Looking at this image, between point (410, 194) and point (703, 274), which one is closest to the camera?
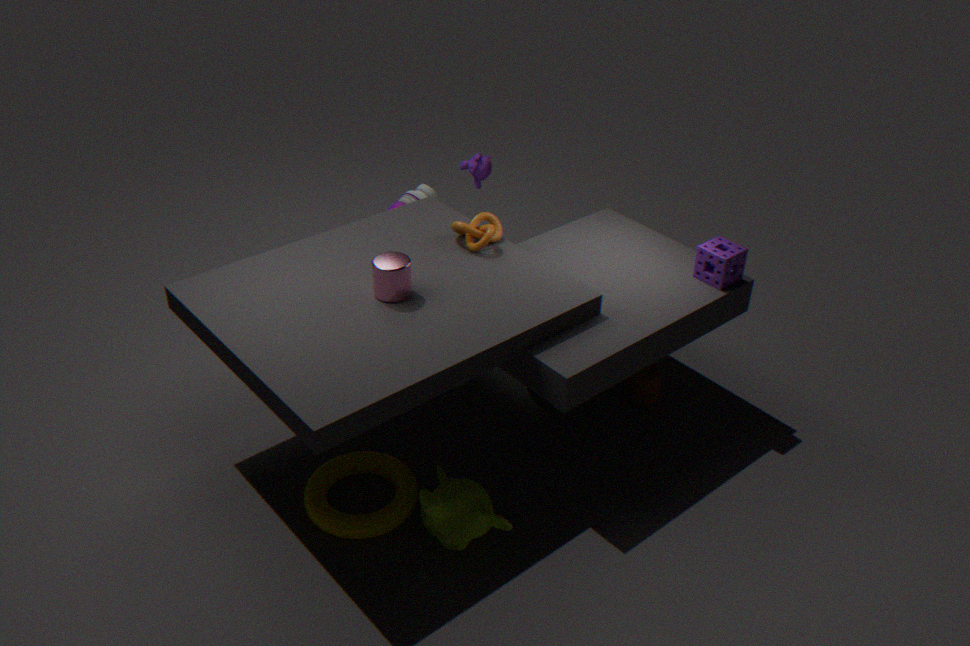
point (703, 274)
